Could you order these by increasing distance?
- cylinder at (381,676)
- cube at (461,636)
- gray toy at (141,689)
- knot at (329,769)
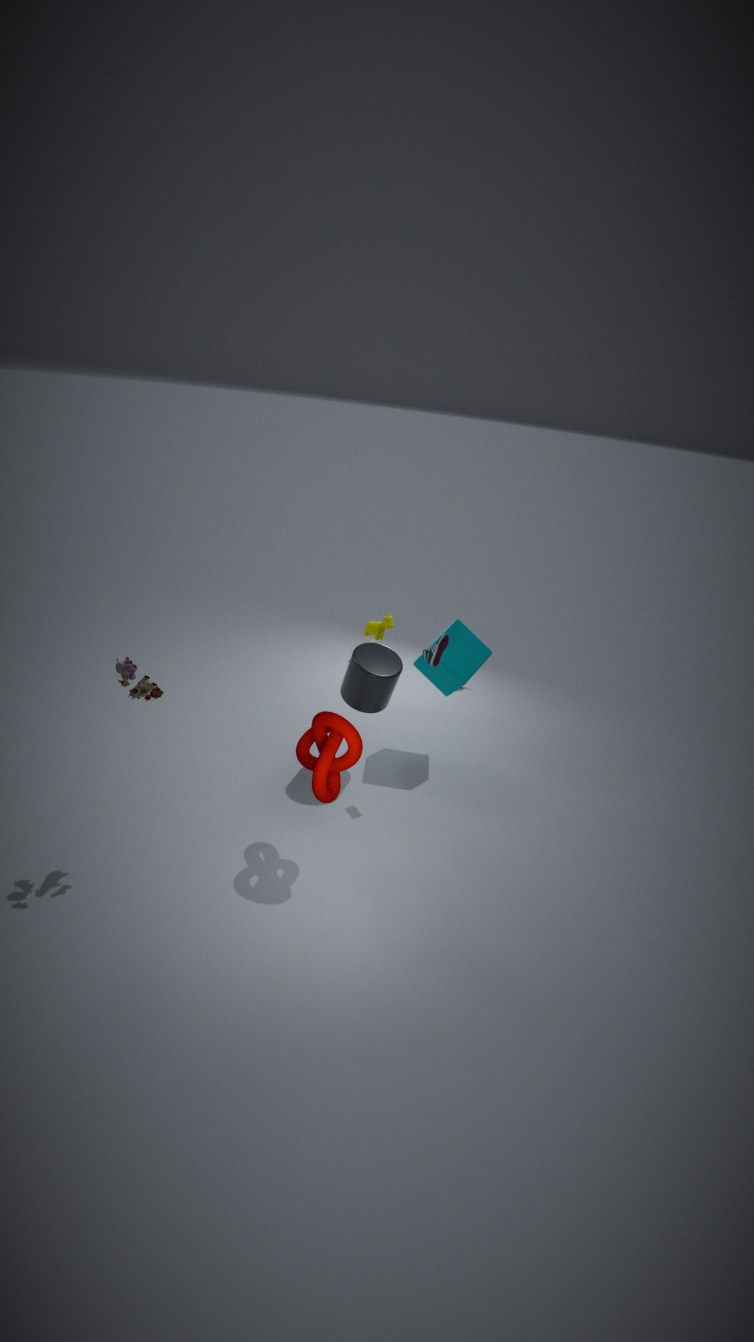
gray toy at (141,689)
knot at (329,769)
cylinder at (381,676)
cube at (461,636)
